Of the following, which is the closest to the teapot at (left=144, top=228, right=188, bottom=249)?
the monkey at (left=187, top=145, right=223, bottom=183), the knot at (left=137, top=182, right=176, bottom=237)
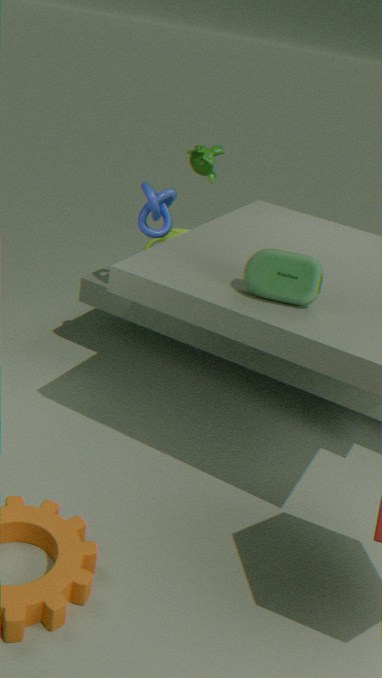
the knot at (left=137, top=182, right=176, bottom=237)
